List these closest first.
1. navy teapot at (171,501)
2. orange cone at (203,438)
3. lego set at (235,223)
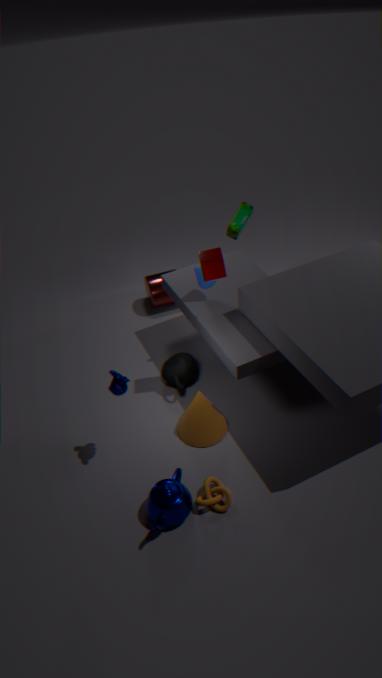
navy teapot at (171,501) → orange cone at (203,438) → lego set at (235,223)
